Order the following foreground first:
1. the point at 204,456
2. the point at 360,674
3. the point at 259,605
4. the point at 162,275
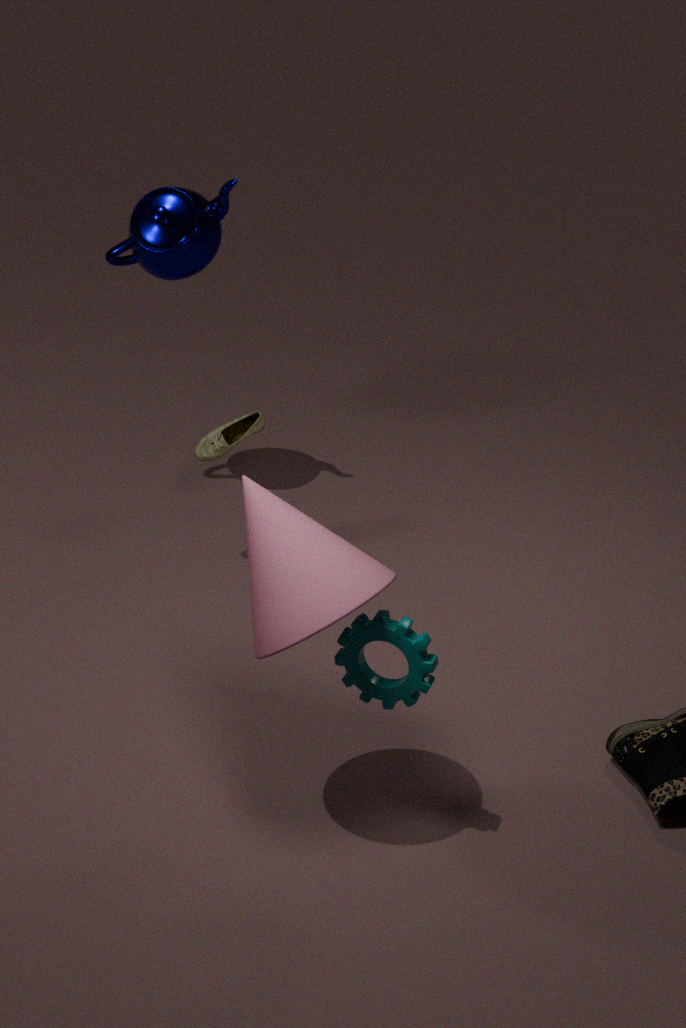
1. the point at 259,605
2. the point at 360,674
3. the point at 204,456
4. the point at 162,275
